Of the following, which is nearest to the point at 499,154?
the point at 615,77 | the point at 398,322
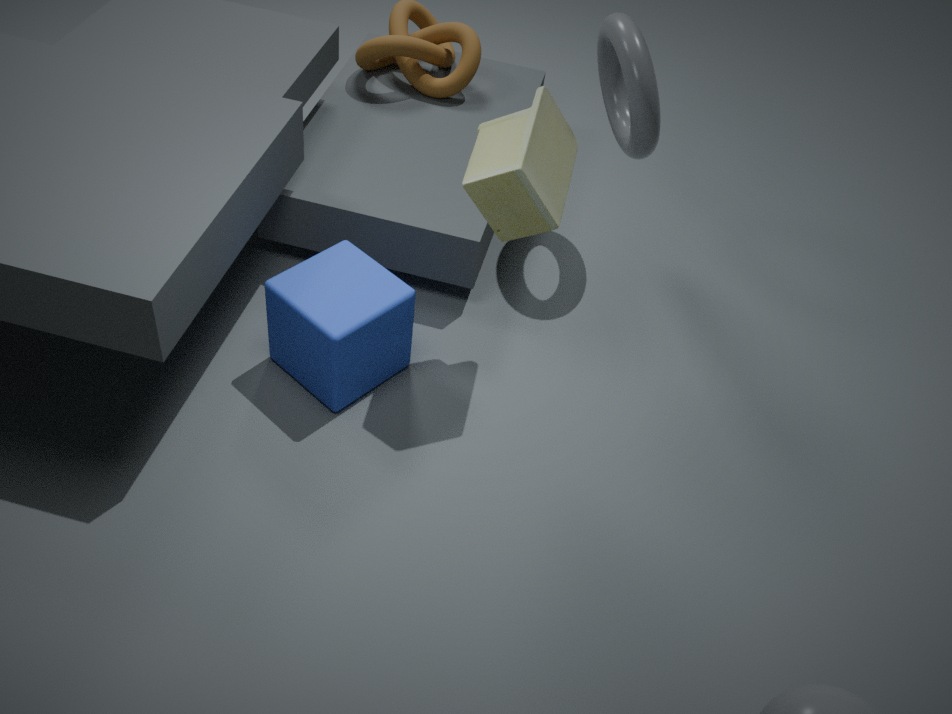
the point at 398,322
